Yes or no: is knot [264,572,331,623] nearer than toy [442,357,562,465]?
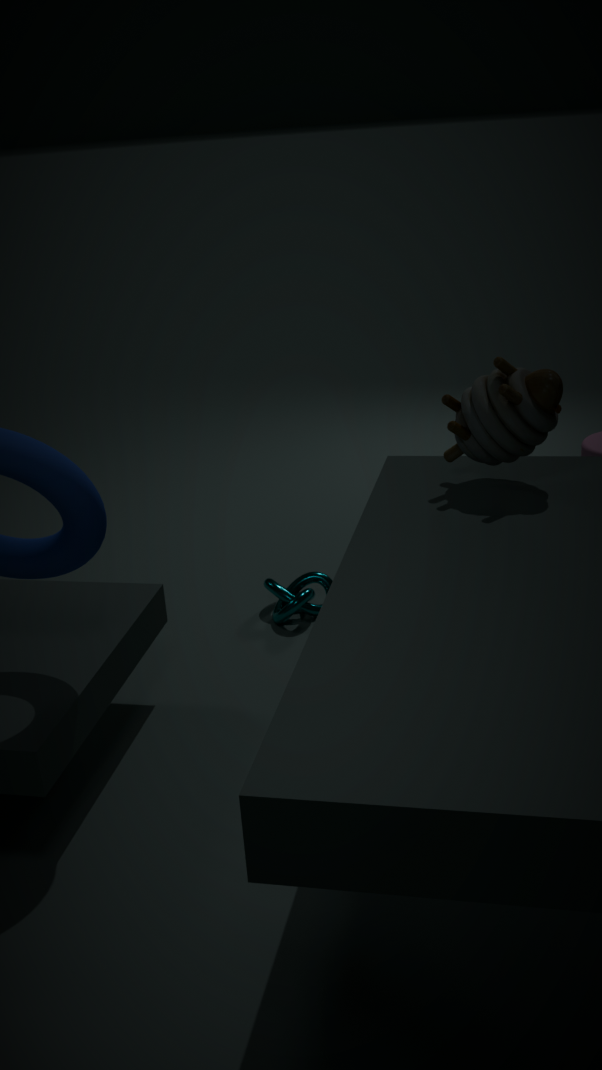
No
